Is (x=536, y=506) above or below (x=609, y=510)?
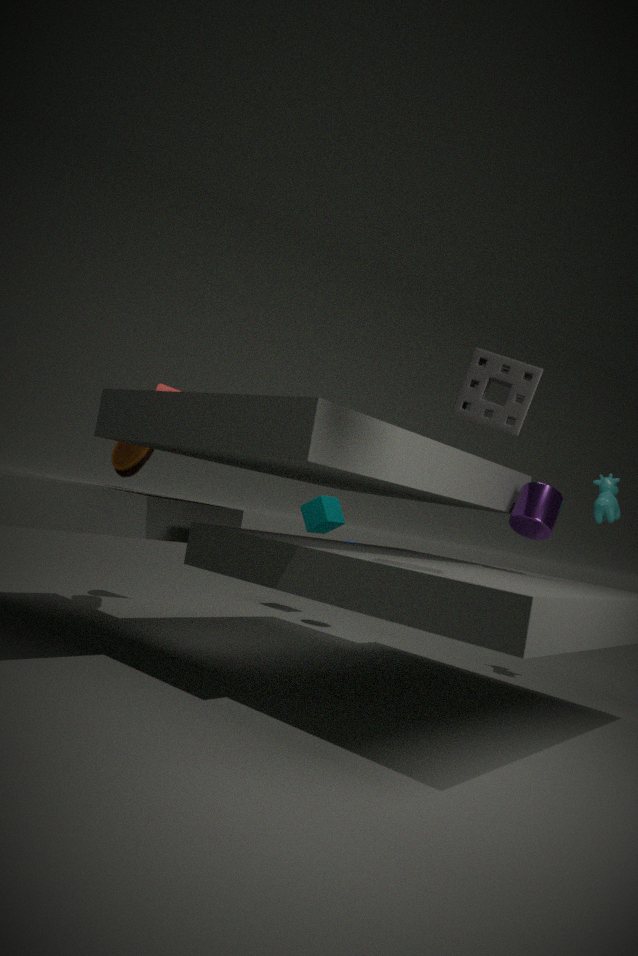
below
